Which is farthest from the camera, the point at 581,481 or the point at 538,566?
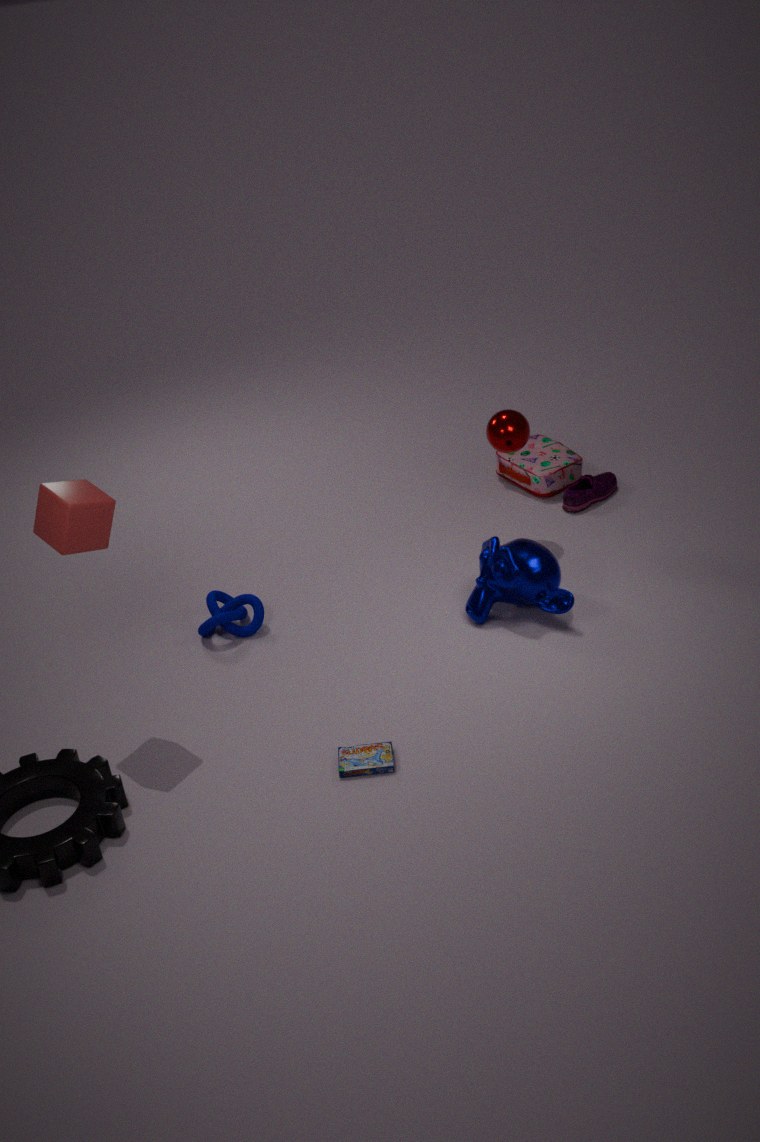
the point at 581,481
